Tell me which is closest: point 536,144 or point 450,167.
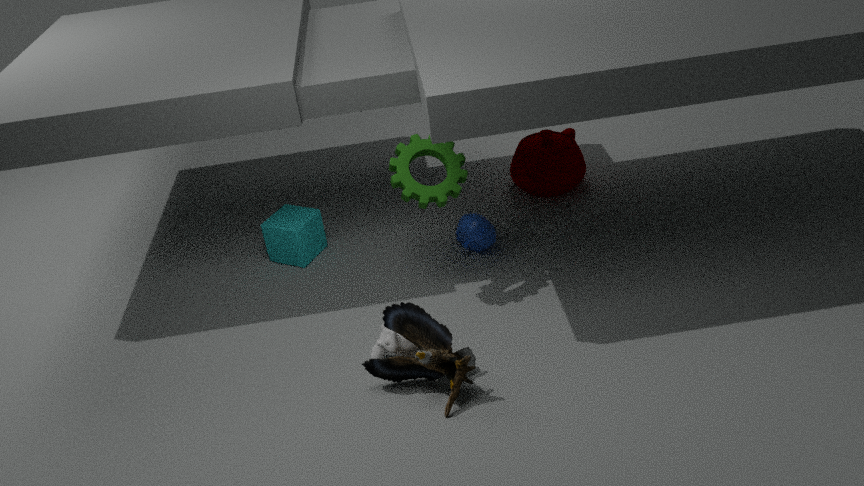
point 450,167
